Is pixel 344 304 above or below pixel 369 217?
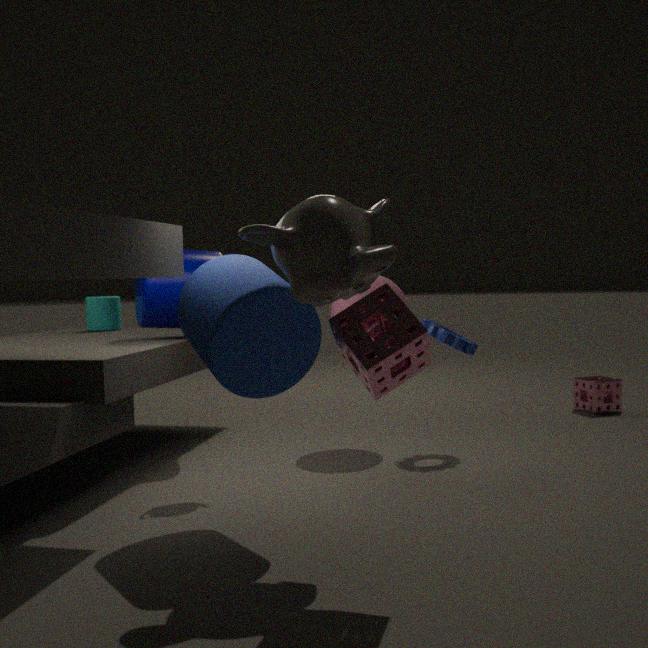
below
